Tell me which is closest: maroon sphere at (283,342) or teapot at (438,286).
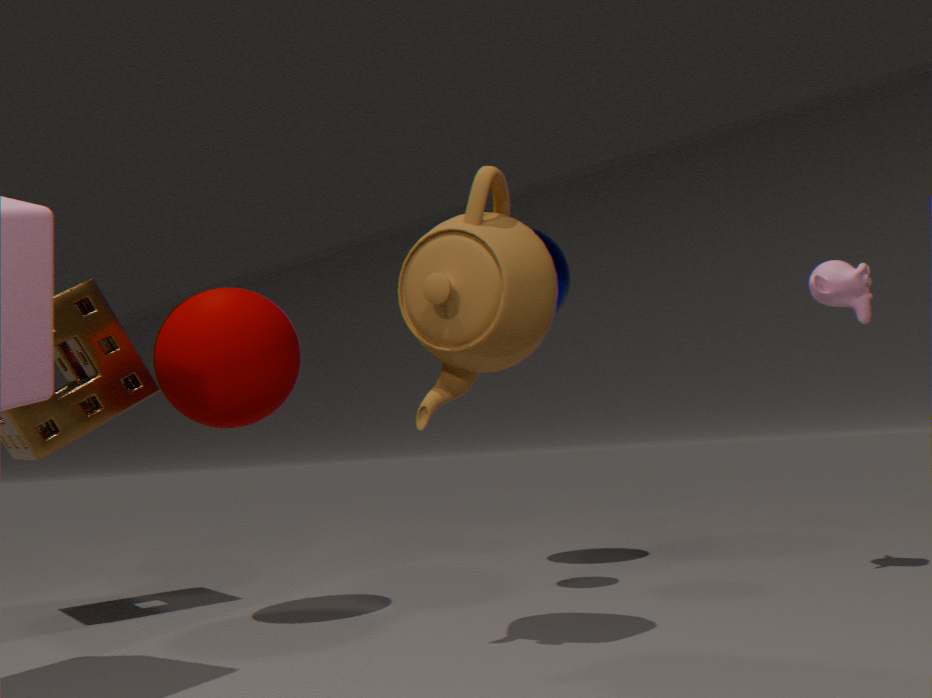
teapot at (438,286)
